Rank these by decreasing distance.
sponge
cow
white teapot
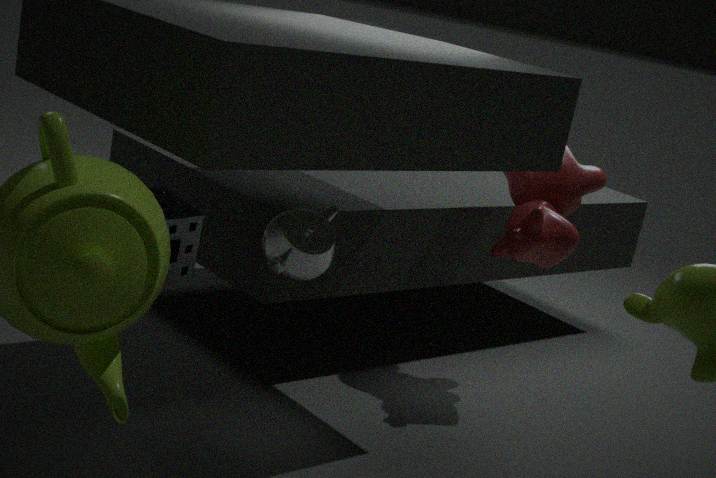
1. cow
2. sponge
3. white teapot
